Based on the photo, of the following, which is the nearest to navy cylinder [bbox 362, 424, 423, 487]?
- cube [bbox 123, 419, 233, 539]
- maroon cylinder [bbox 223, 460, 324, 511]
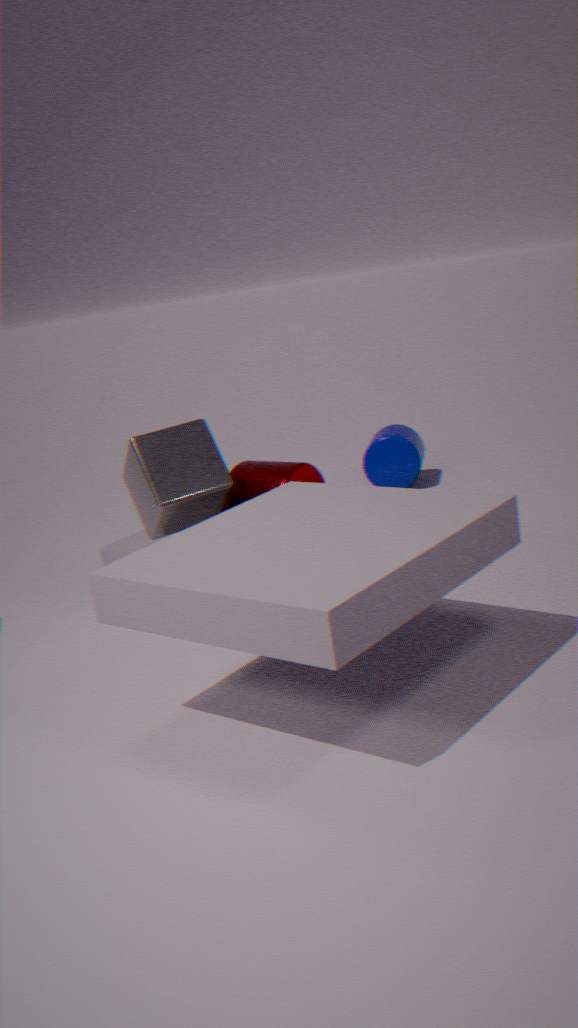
maroon cylinder [bbox 223, 460, 324, 511]
